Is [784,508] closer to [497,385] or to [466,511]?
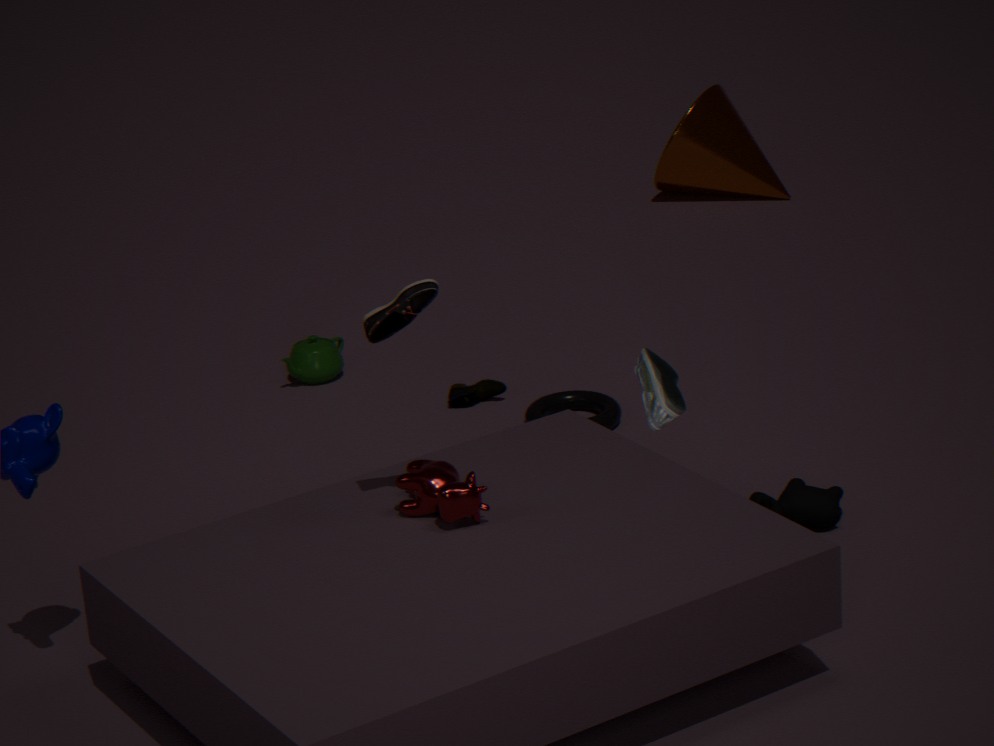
[466,511]
